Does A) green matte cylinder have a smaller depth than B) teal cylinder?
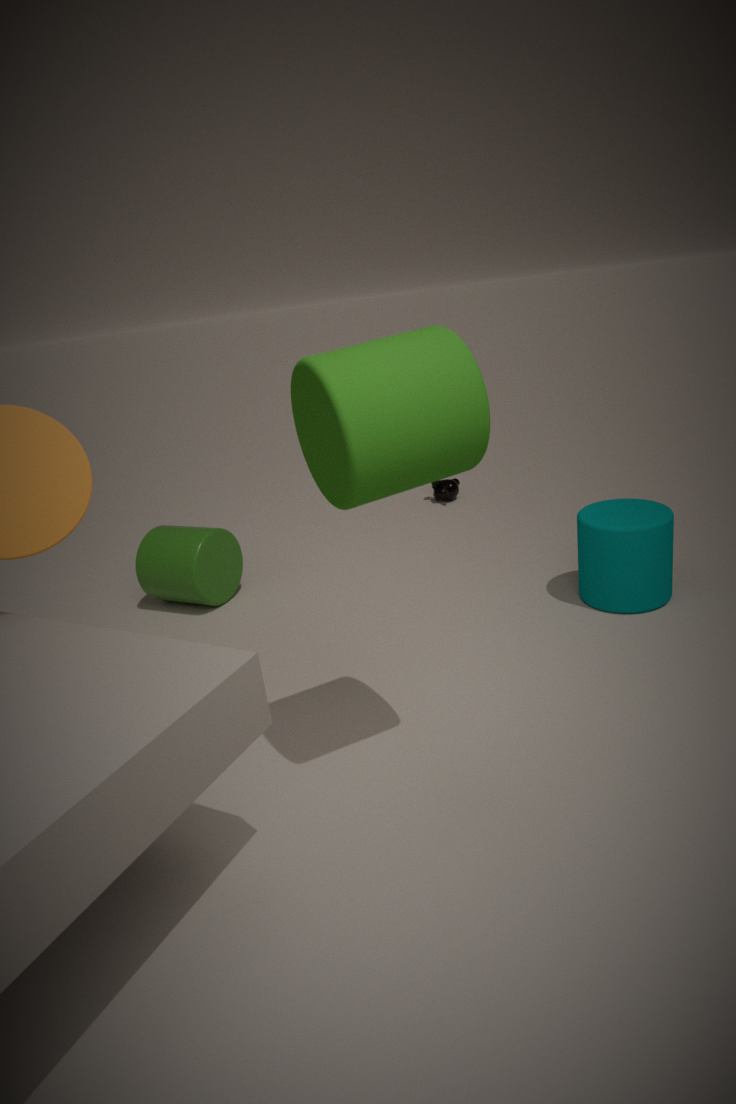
Yes
